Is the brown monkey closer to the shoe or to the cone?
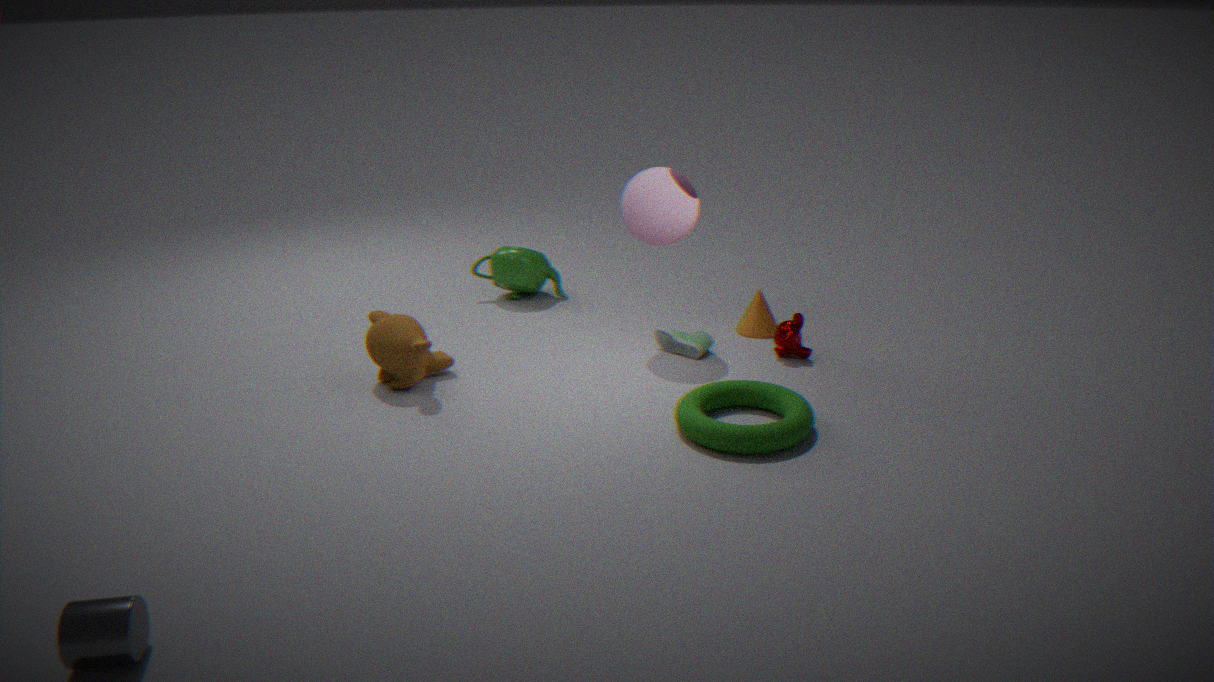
the shoe
